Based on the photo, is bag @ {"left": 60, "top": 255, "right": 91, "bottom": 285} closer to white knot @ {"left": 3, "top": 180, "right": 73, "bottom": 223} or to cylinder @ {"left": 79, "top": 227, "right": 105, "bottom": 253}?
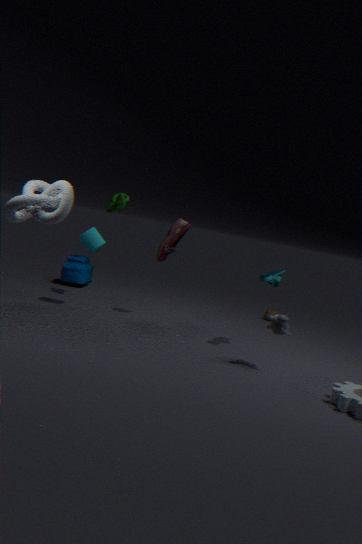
cylinder @ {"left": 79, "top": 227, "right": 105, "bottom": 253}
